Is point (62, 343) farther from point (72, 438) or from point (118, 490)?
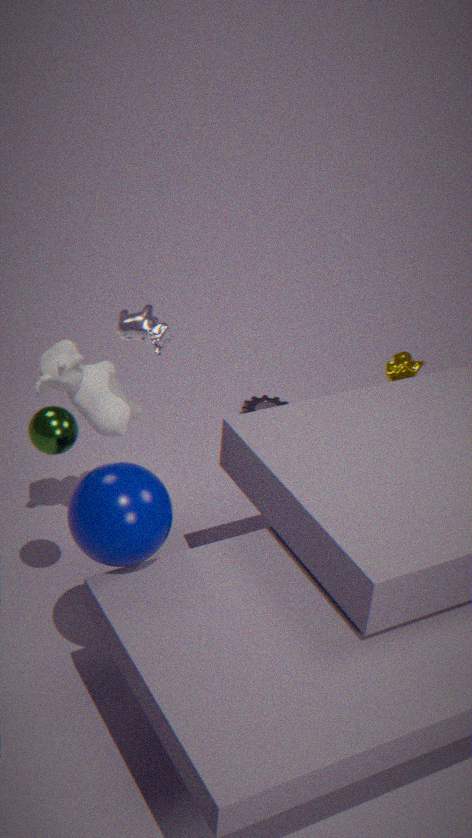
point (118, 490)
